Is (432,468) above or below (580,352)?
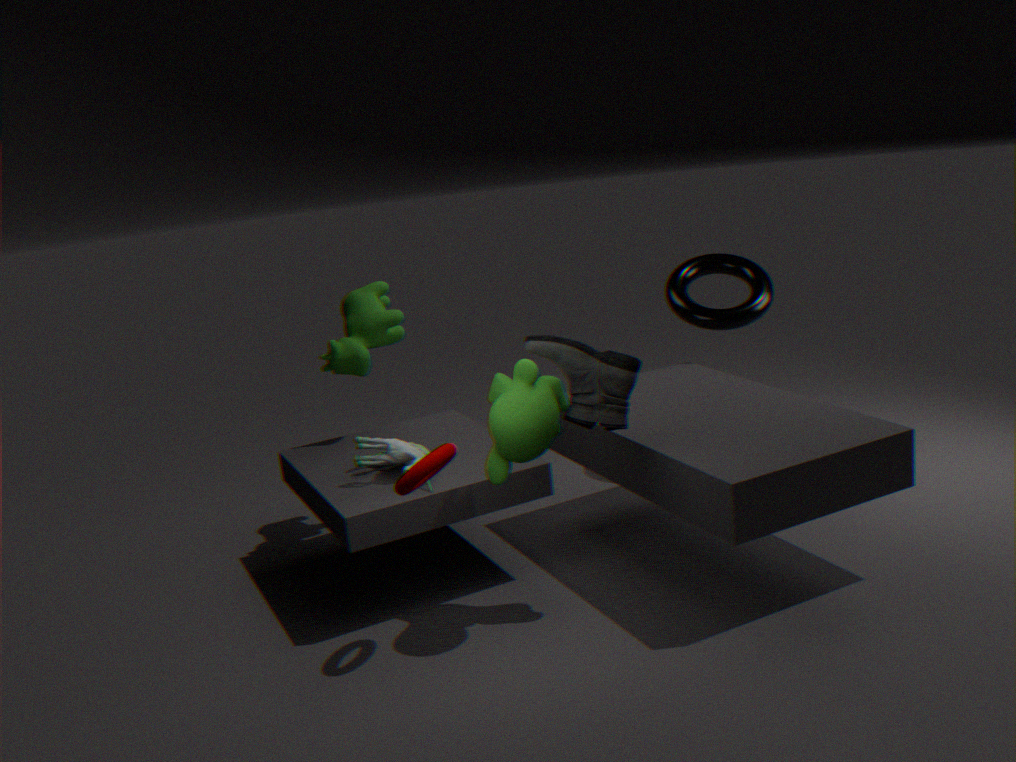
below
